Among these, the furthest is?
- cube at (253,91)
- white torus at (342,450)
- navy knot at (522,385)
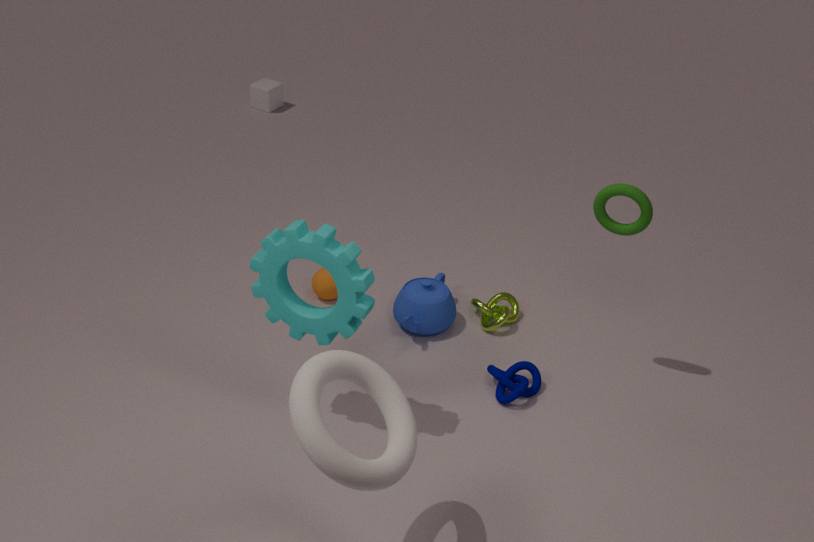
cube at (253,91)
